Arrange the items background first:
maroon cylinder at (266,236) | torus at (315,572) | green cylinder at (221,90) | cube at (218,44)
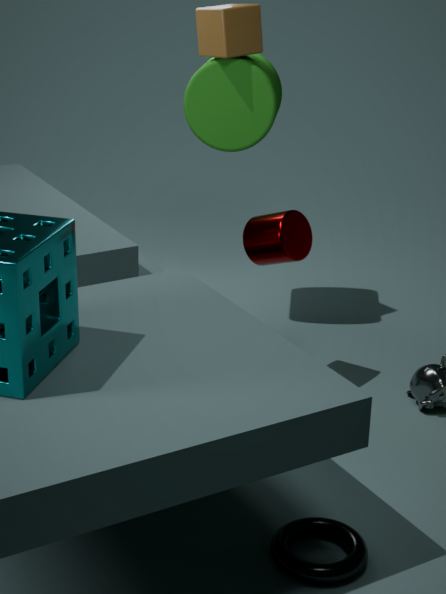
green cylinder at (221,90) → cube at (218,44) → maroon cylinder at (266,236) → torus at (315,572)
